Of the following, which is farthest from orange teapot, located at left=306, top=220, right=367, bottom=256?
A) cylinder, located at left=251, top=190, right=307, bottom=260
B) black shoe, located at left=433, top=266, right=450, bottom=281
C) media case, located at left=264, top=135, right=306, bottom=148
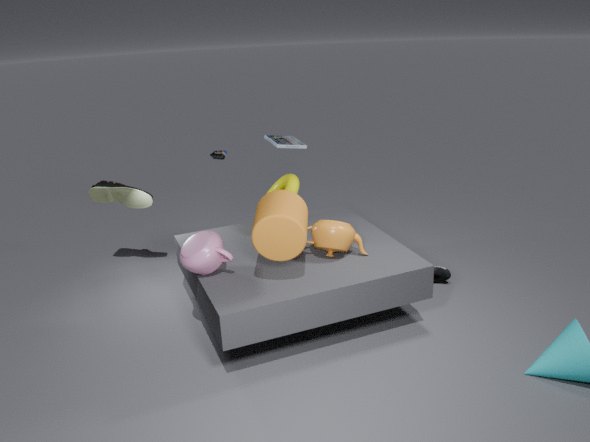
media case, located at left=264, top=135, right=306, bottom=148
